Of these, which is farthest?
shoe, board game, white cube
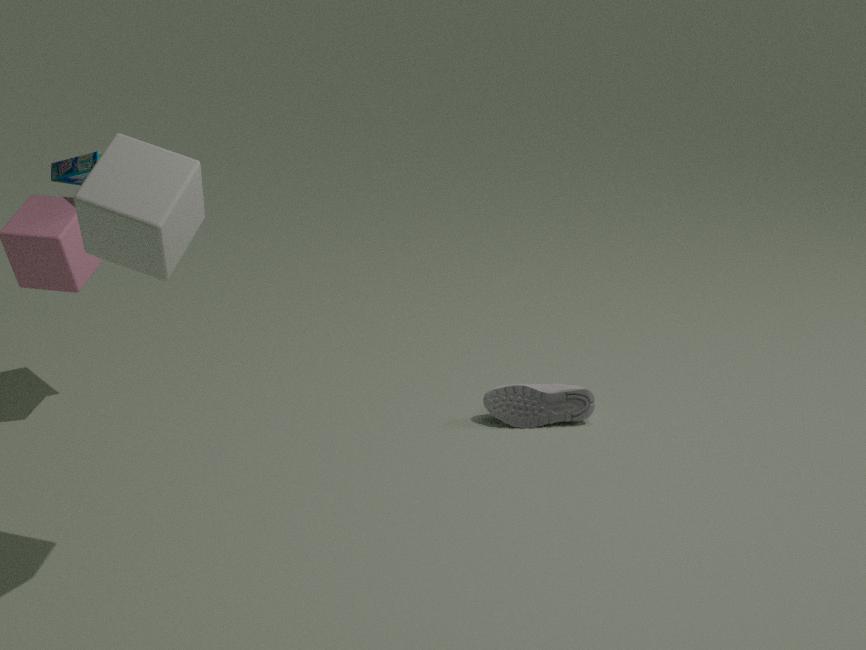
shoe
